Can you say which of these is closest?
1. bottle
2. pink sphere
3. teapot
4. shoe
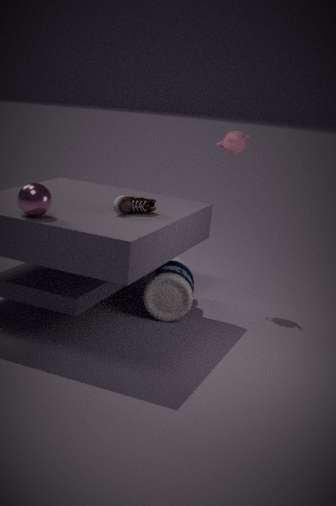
pink sphere
